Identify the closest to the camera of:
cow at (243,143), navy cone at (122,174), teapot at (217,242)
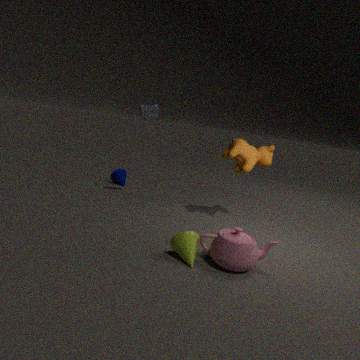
teapot at (217,242)
